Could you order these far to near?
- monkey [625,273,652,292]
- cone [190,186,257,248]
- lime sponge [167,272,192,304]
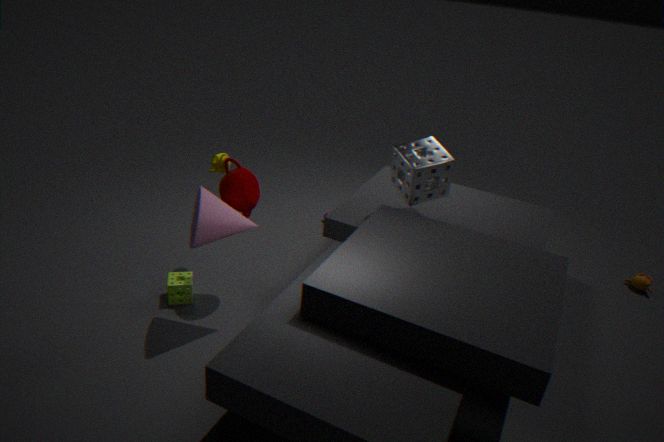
monkey [625,273,652,292] → lime sponge [167,272,192,304] → cone [190,186,257,248]
